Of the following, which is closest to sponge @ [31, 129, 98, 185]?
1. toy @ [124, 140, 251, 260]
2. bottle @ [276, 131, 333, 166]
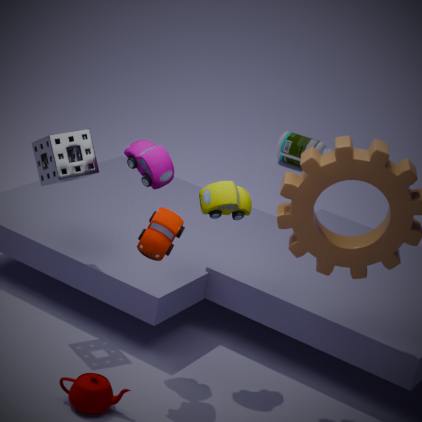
toy @ [124, 140, 251, 260]
